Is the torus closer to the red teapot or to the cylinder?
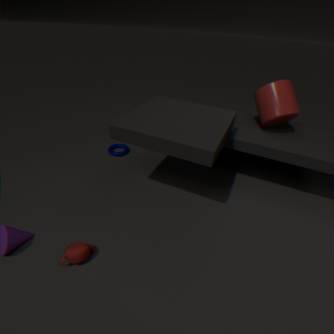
the red teapot
